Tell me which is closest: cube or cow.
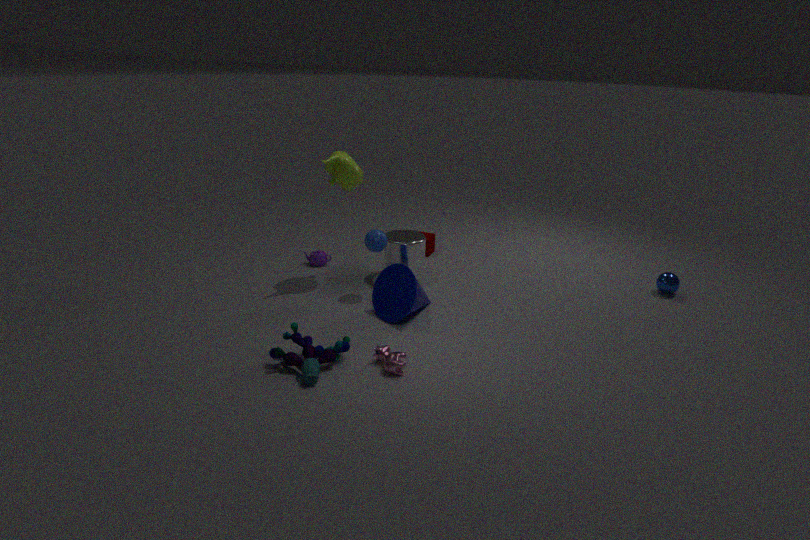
cow
